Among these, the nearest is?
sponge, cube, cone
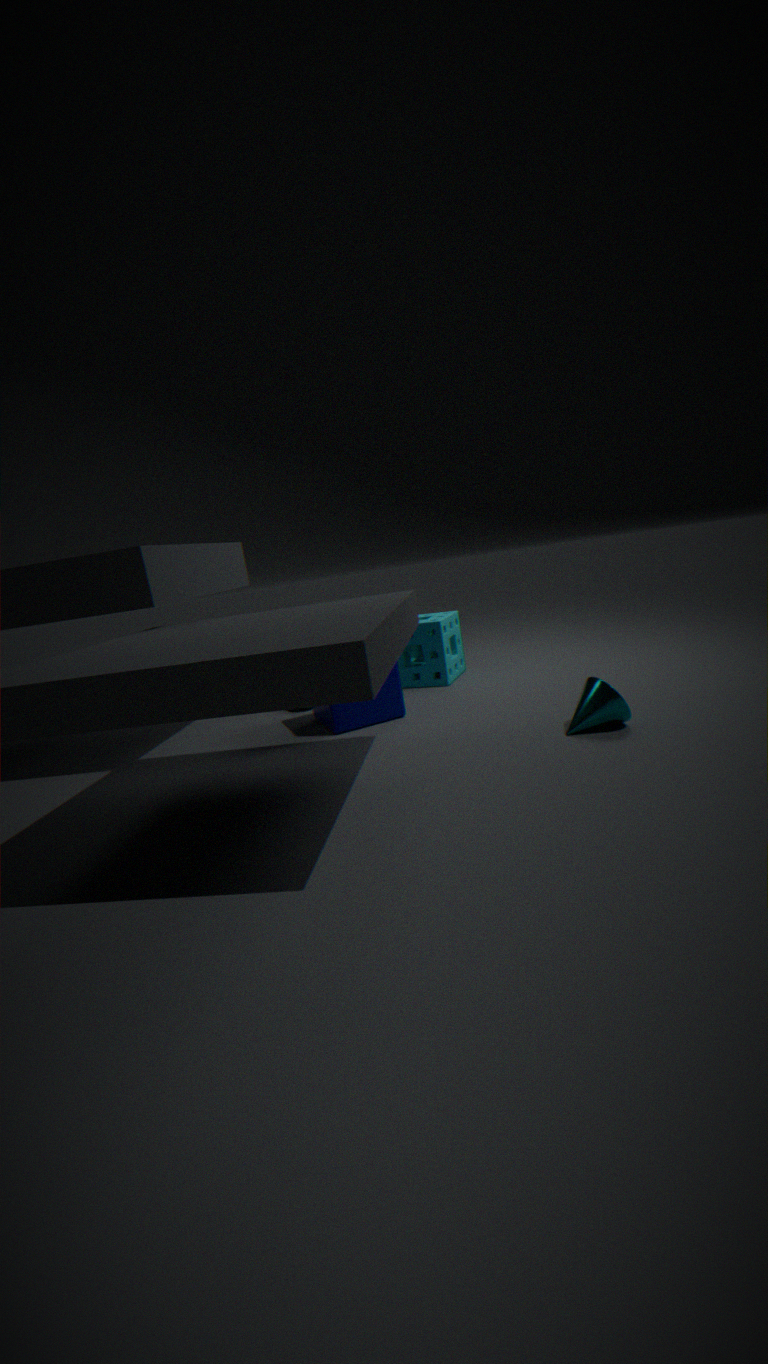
cone
